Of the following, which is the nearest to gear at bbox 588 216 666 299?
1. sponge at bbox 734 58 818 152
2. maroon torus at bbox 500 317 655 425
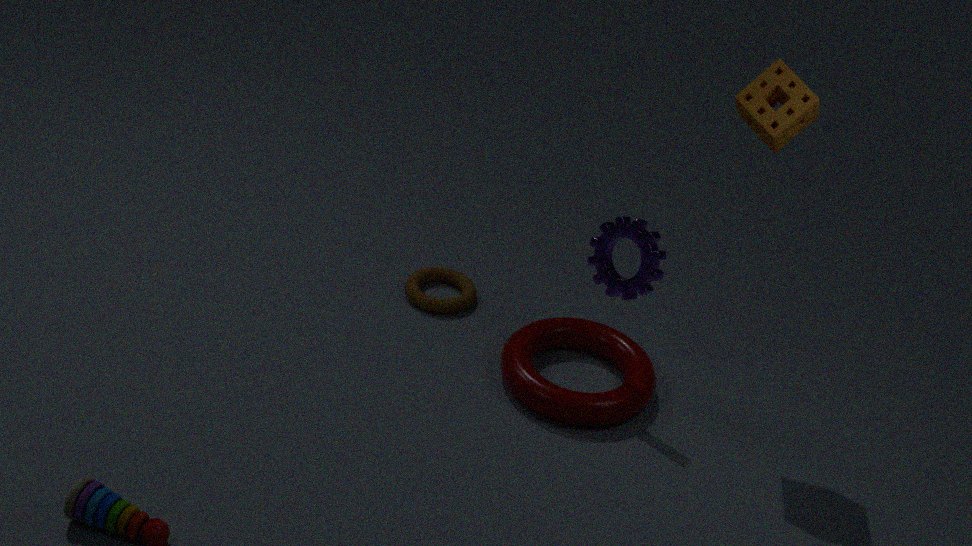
maroon torus at bbox 500 317 655 425
